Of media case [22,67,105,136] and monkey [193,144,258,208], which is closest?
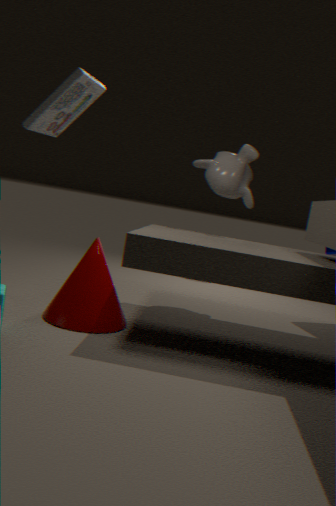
media case [22,67,105,136]
